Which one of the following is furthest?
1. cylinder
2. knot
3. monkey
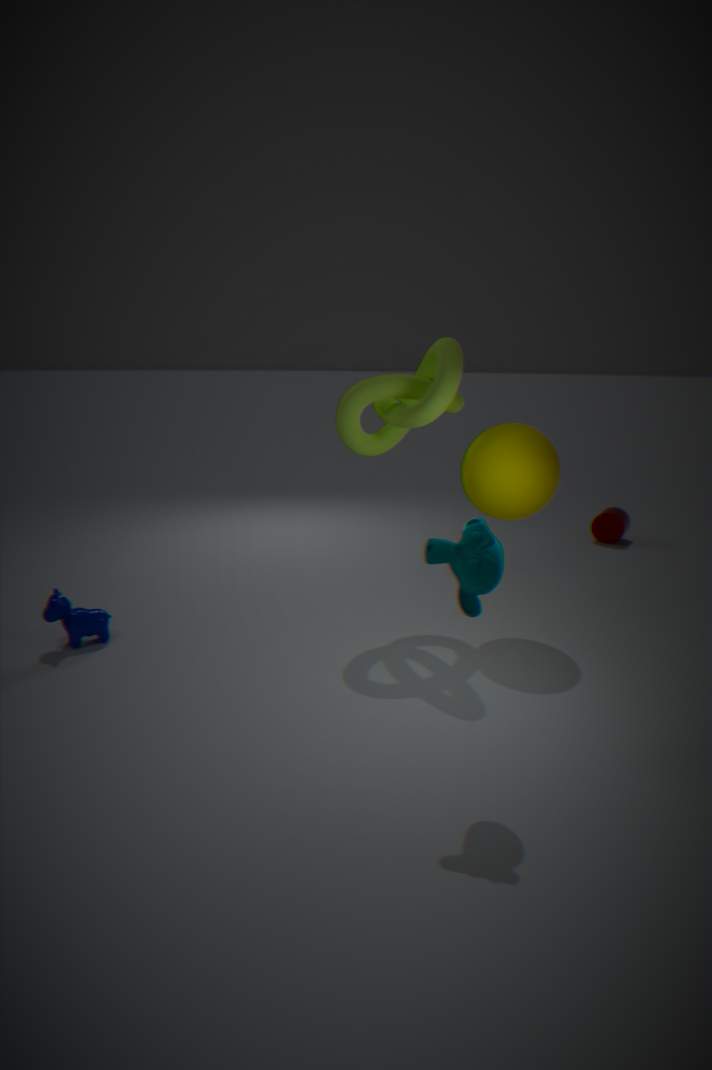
cylinder
